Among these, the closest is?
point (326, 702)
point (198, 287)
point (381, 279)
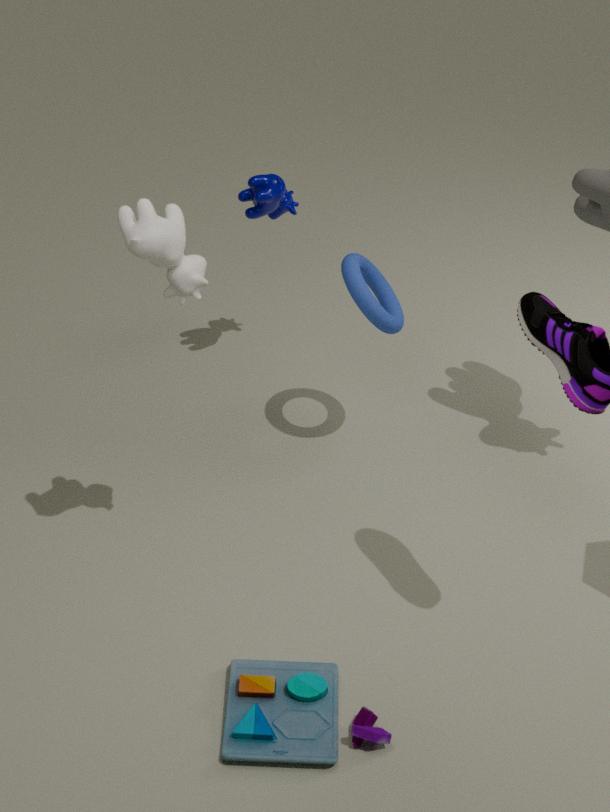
point (326, 702)
